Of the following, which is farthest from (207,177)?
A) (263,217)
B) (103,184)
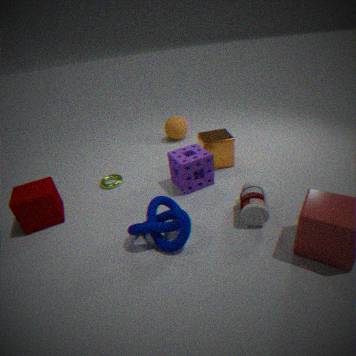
(103,184)
